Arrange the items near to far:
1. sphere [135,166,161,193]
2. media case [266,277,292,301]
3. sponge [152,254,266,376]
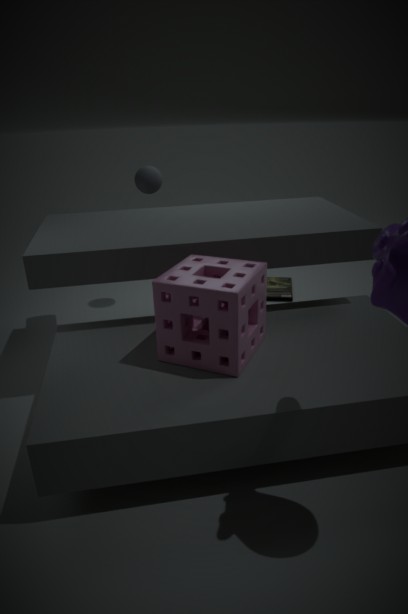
sponge [152,254,266,376]
sphere [135,166,161,193]
media case [266,277,292,301]
